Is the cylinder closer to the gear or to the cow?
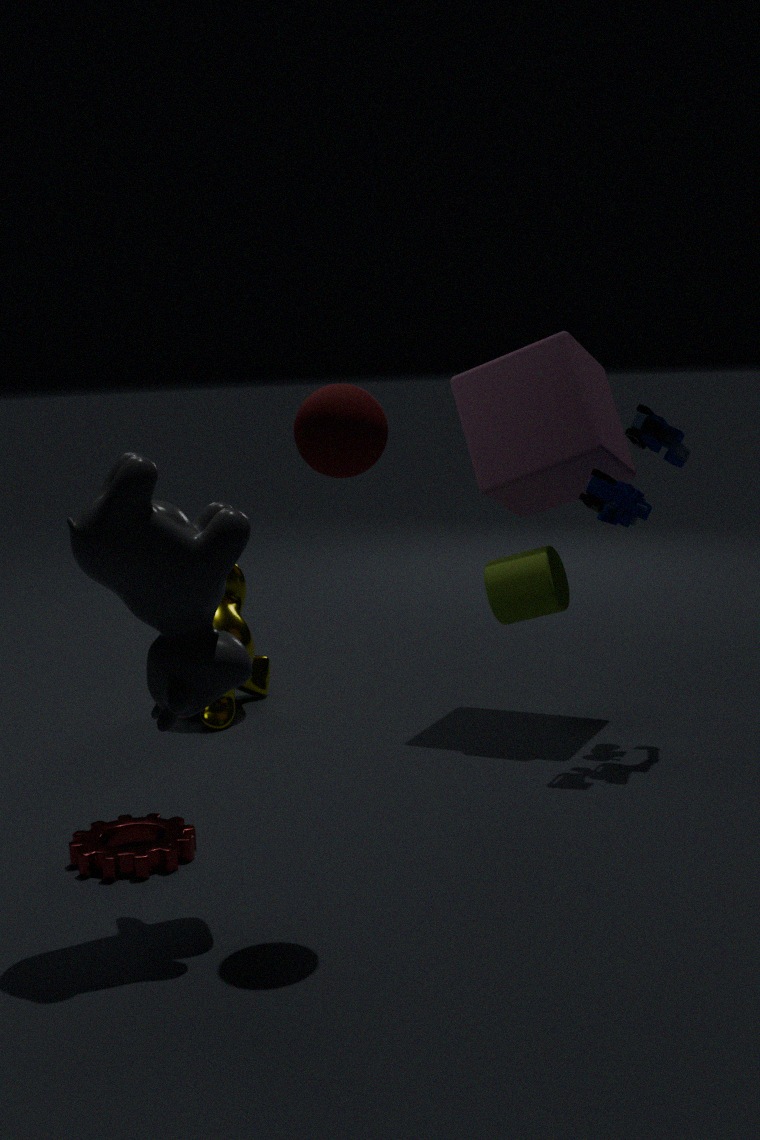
the gear
